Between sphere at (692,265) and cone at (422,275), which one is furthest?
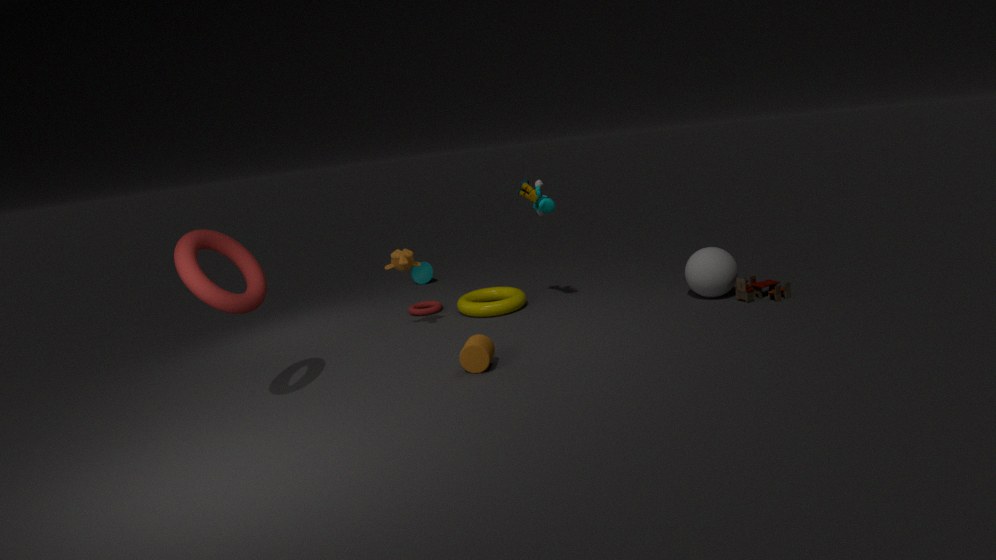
cone at (422,275)
